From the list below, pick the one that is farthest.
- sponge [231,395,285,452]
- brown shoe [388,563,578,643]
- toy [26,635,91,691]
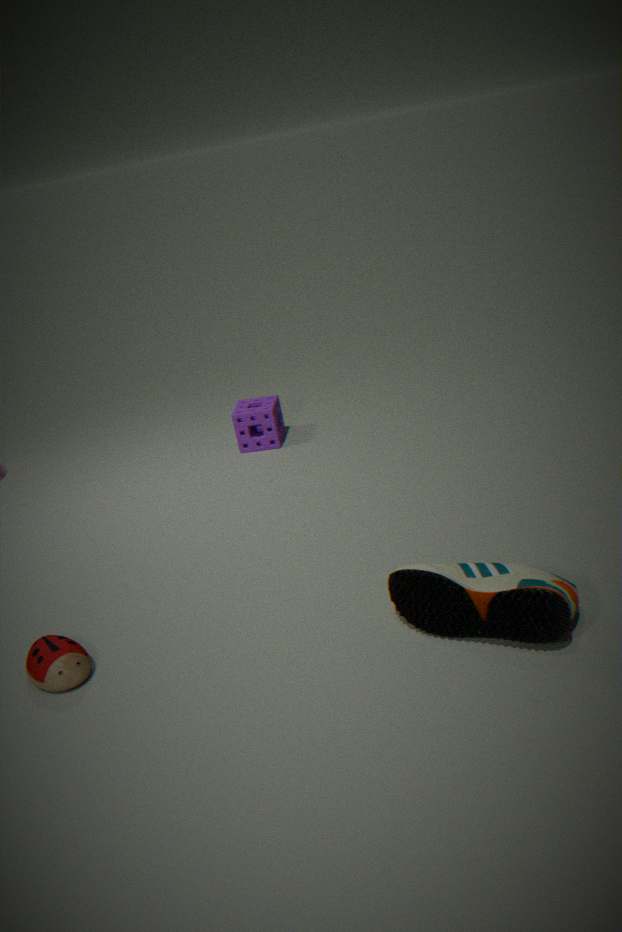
sponge [231,395,285,452]
